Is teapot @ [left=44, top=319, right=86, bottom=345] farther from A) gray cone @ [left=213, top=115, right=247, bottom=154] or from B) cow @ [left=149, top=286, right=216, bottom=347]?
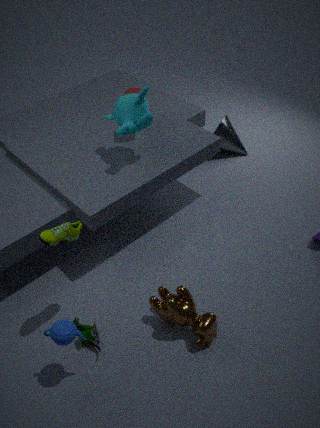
A) gray cone @ [left=213, top=115, right=247, bottom=154]
